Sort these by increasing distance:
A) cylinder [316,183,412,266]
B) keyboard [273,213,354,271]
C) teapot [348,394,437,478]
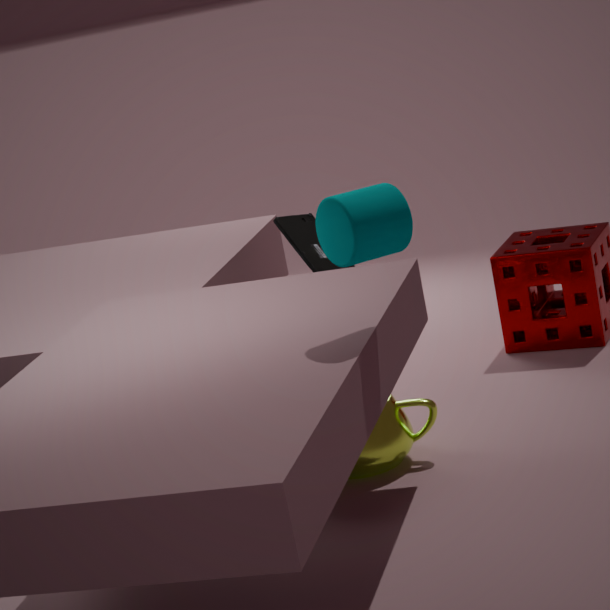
cylinder [316,183,412,266], teapot [348,394,437,478], keyboard [273,213,354,271]
